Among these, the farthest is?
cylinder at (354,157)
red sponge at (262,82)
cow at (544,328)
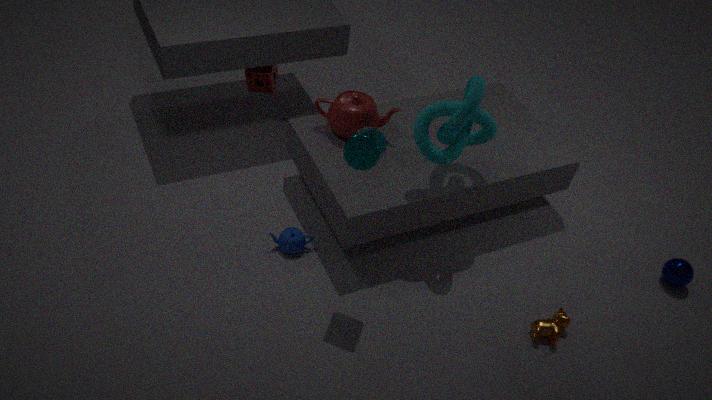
red sponge at (262,82)
